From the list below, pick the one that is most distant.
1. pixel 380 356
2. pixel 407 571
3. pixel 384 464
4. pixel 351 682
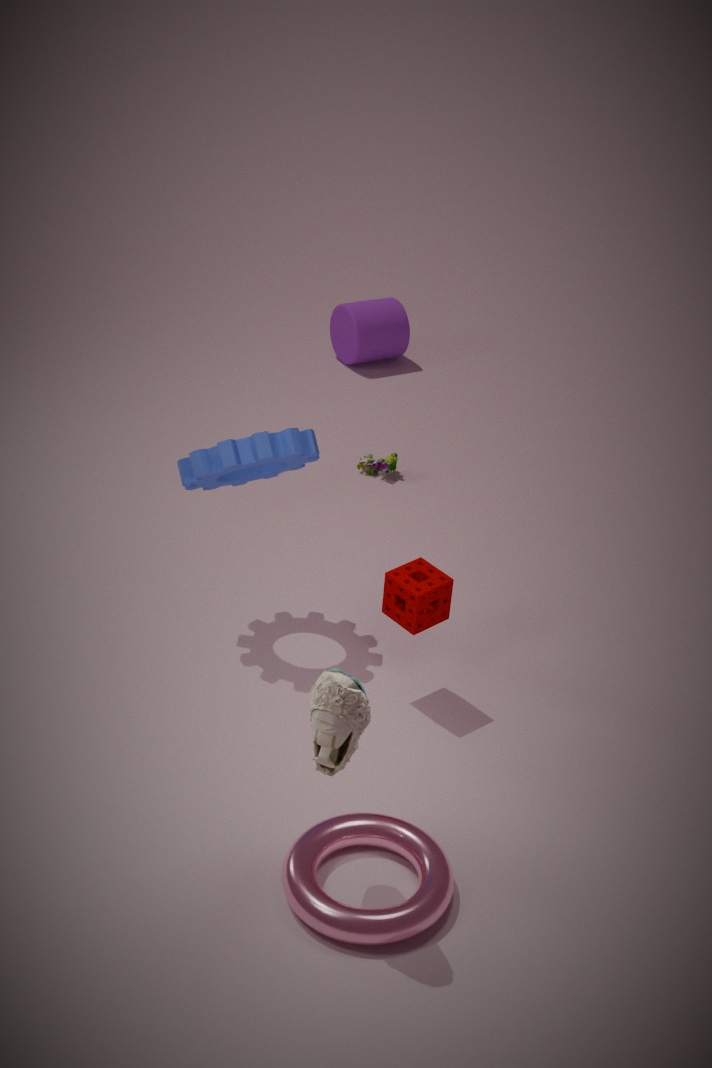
pixel 380 356
